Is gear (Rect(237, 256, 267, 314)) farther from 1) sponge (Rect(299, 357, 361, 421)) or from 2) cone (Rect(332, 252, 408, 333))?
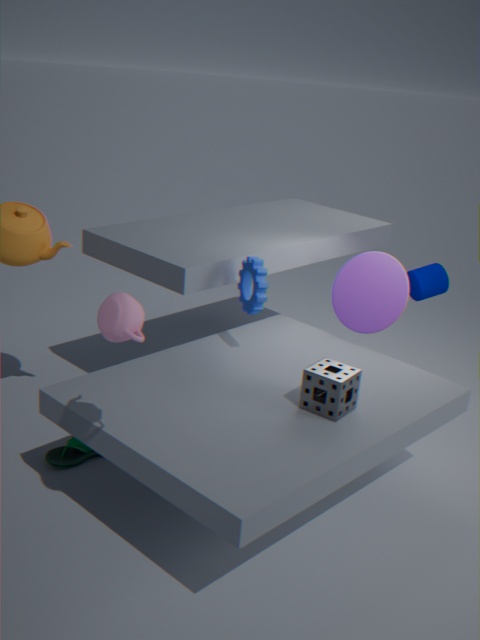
2) cone (Rect(332, 252, 408, 333))
